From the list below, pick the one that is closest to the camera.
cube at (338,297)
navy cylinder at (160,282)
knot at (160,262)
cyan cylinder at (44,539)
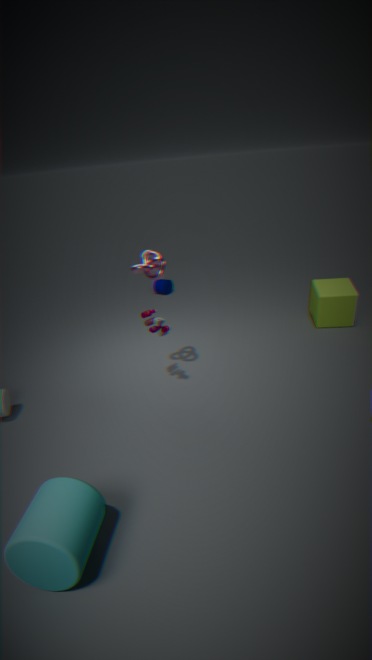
cyan cylinder at (44,539)
